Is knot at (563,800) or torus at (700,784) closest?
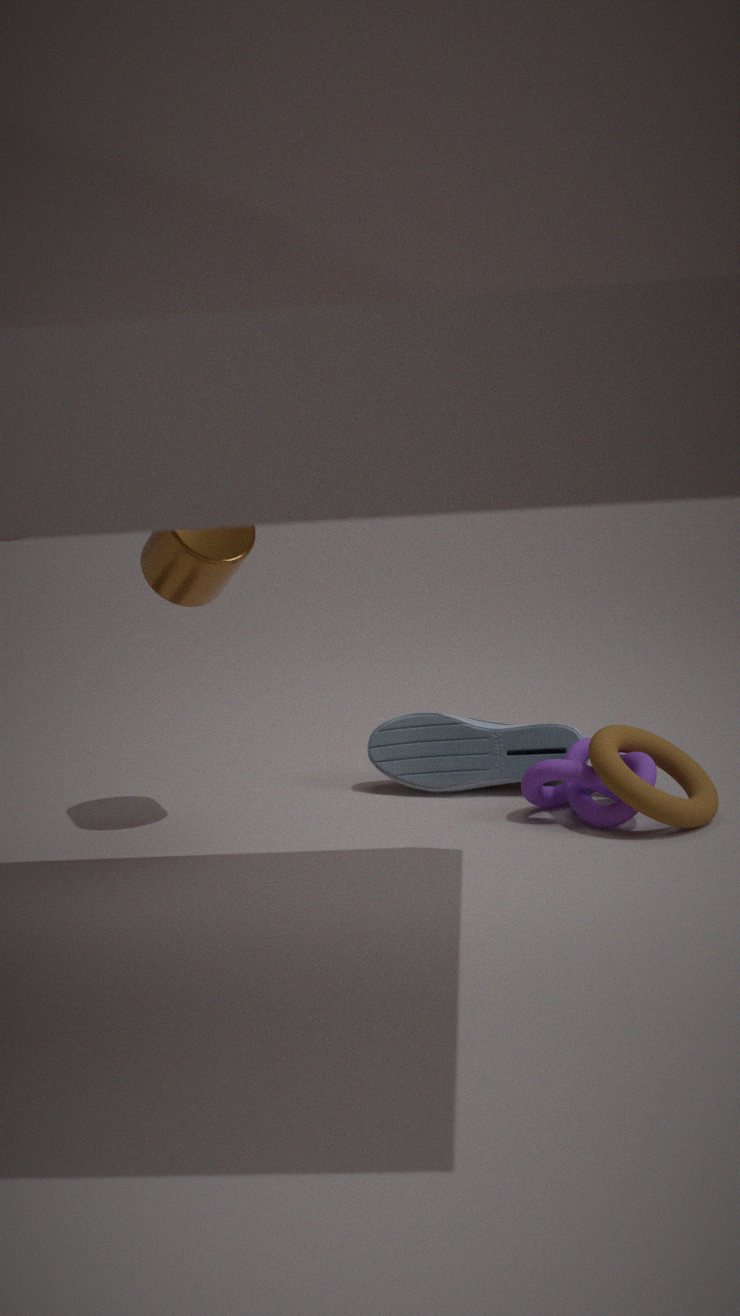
torus at (700,784)
